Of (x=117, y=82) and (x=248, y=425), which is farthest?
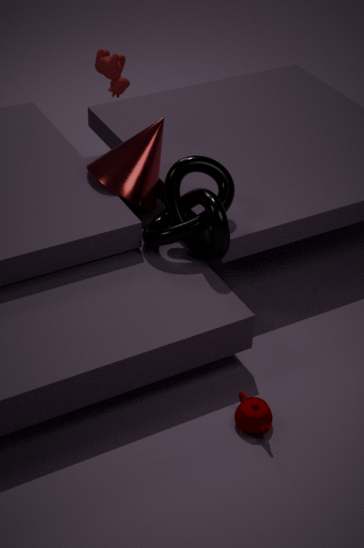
(x=117, y=82)
